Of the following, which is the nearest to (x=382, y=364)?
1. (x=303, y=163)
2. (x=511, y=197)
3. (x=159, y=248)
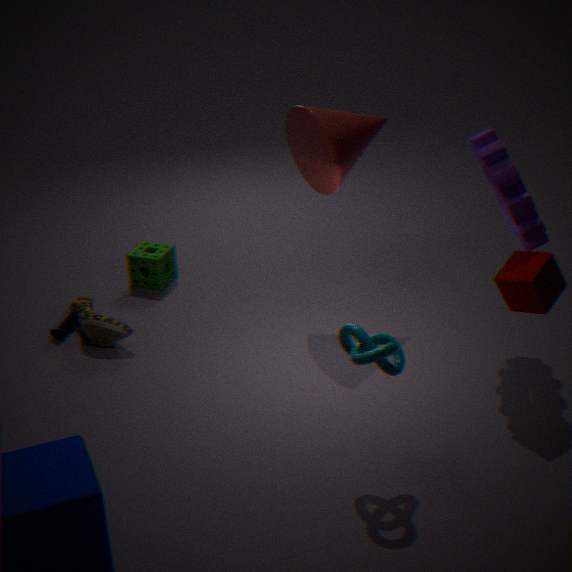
(x=511, y=197)
